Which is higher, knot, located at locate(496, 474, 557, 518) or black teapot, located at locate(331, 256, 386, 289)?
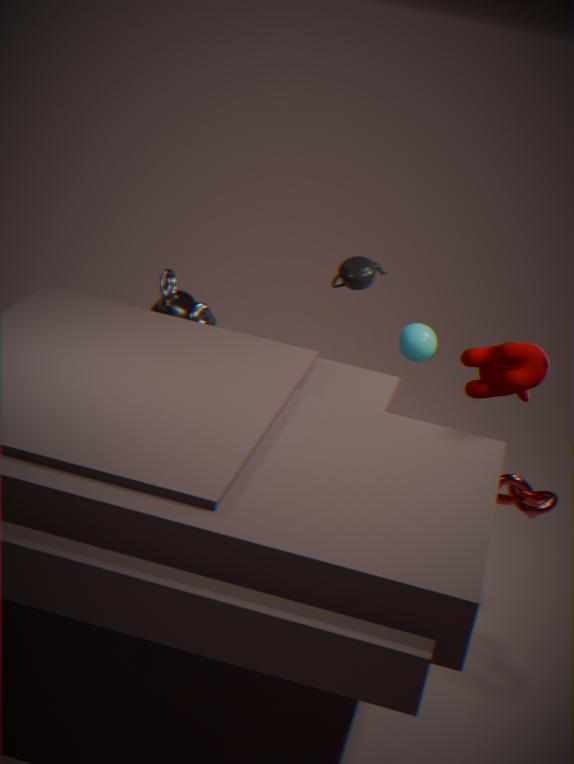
black teapot, located at locate(331, 256, 386, 289)
